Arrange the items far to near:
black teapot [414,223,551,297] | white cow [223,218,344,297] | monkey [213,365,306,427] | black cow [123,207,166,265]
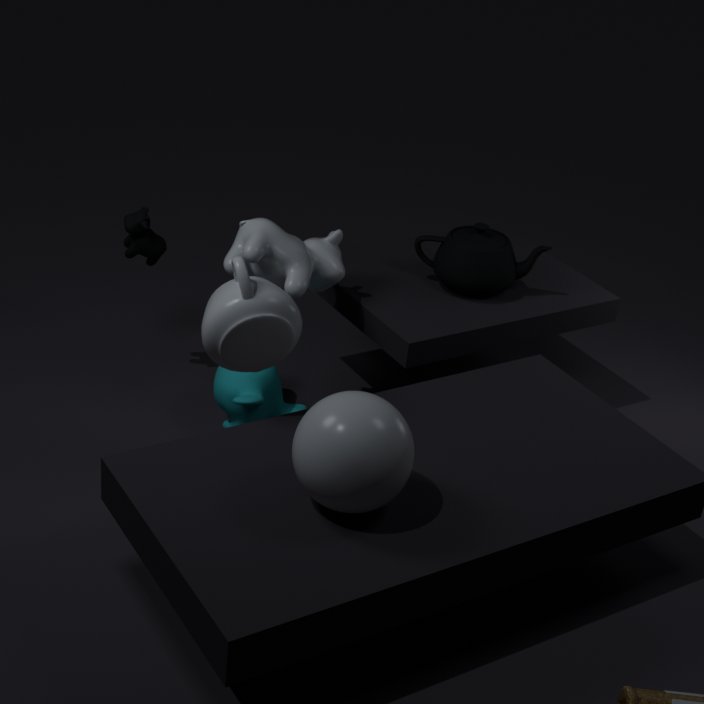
black cow [123,207,166,265]
black teapot [414,223,551,297]
monkey [213,365,306,427]
white cow [223,218,344,297]
